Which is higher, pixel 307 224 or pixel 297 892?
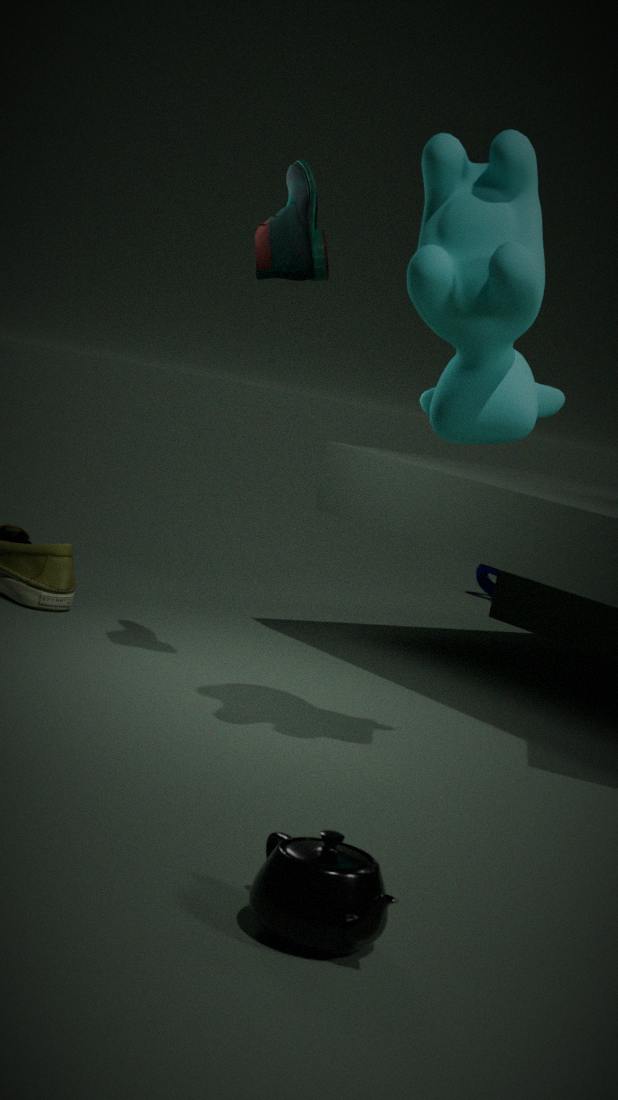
pixel 307 224
